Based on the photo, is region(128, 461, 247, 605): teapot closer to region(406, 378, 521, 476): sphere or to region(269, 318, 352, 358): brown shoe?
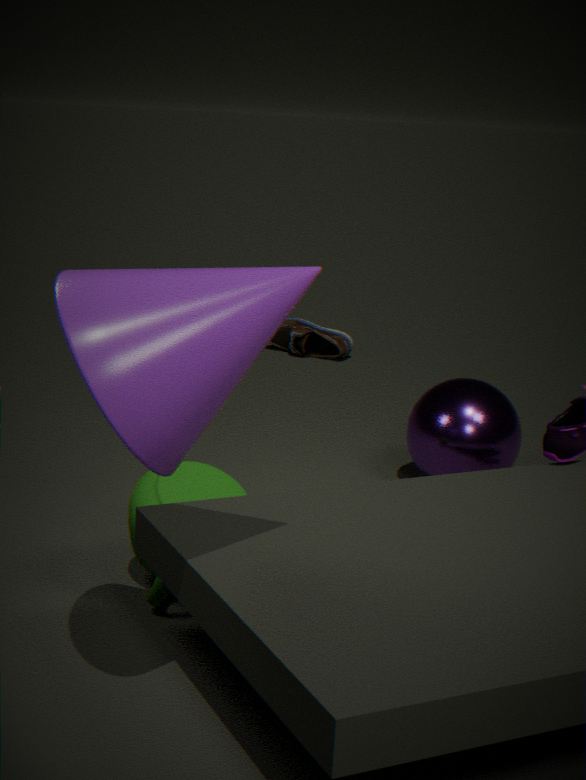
region(406, 378, 521, 476): sphere
